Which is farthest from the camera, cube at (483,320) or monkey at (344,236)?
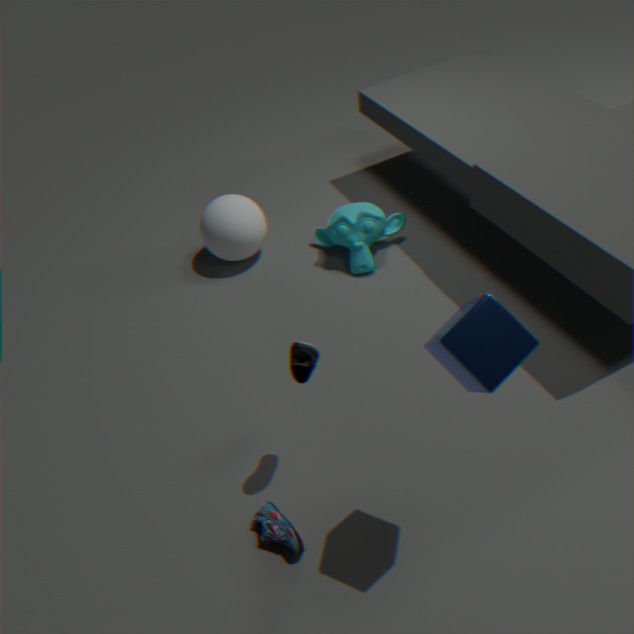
monkey at (344,236)
